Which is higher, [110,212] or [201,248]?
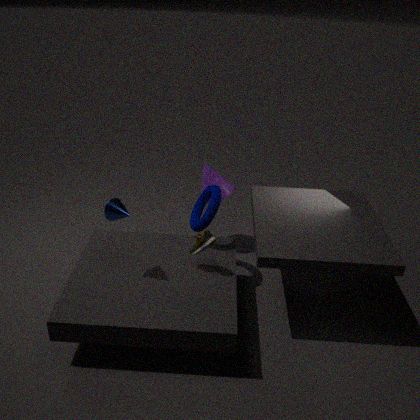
[110,212]
